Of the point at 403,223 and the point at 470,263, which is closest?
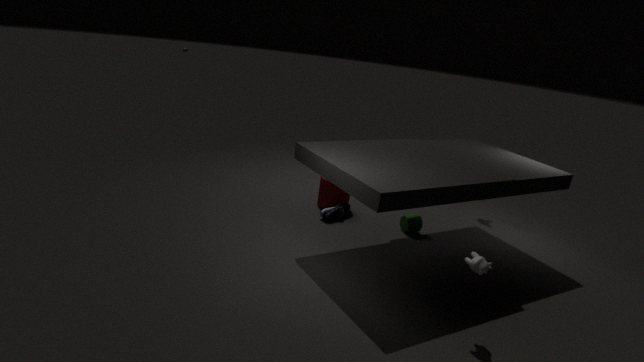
the point at 470,263
